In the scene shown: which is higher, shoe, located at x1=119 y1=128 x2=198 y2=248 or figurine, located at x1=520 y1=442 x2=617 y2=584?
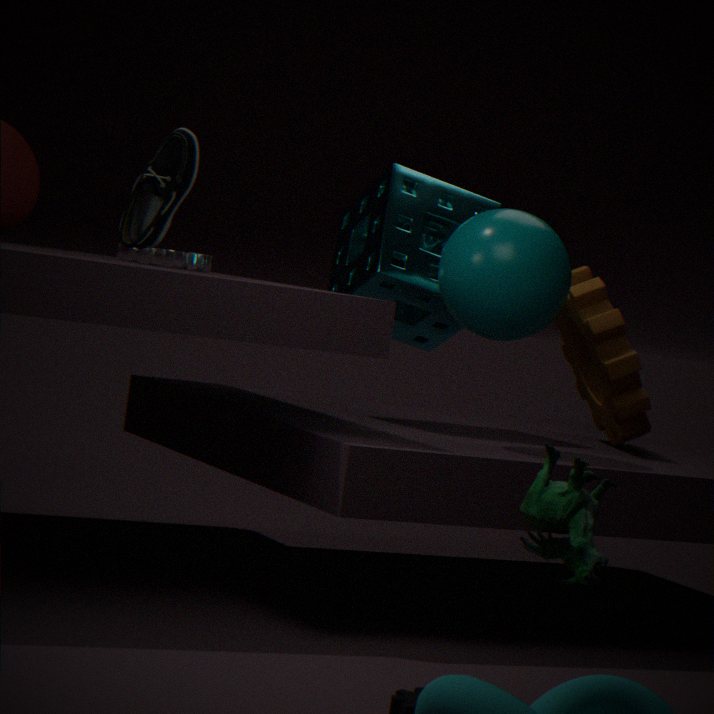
shoe, located at x1=119 y1=128 x2=198 y2=248
